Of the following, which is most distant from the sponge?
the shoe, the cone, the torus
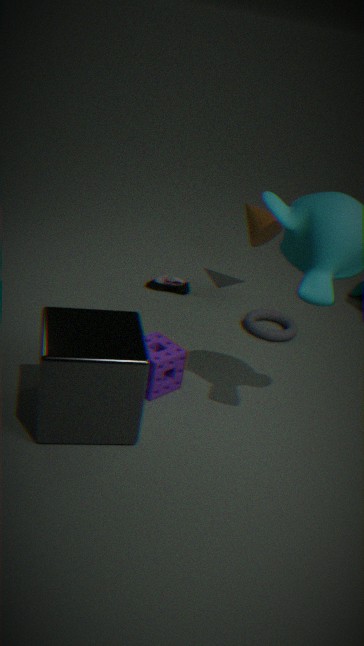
the cone
